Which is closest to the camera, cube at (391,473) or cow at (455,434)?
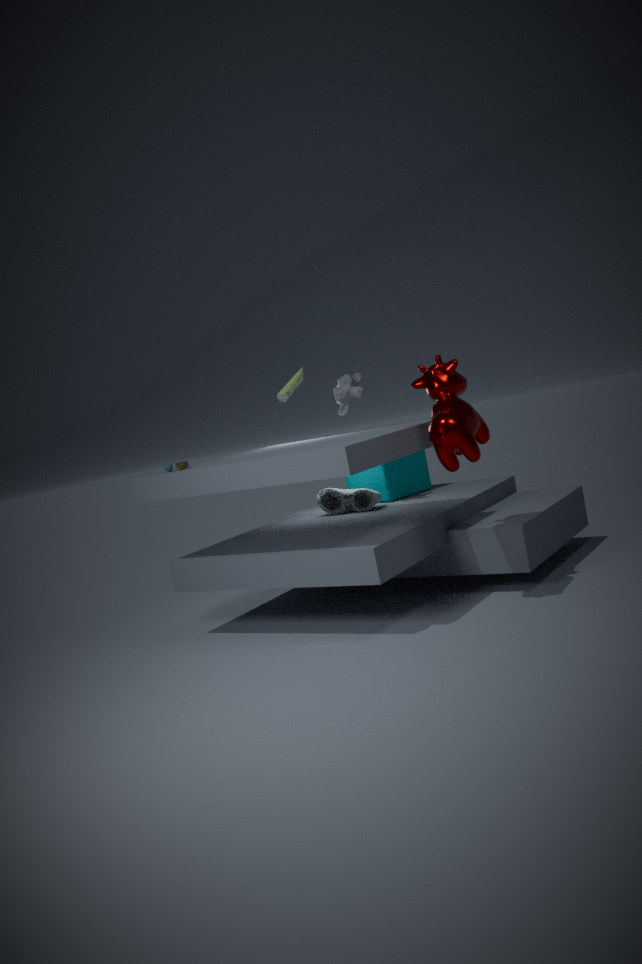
cow at (455,434)
